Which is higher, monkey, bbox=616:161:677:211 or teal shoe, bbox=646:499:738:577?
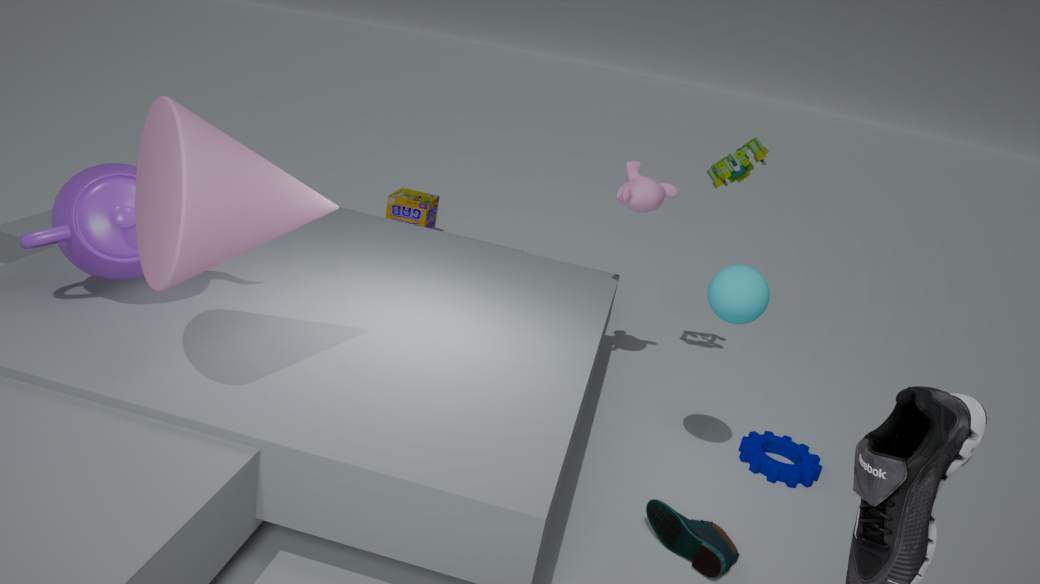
monkey, bbox=616:161:677:211
